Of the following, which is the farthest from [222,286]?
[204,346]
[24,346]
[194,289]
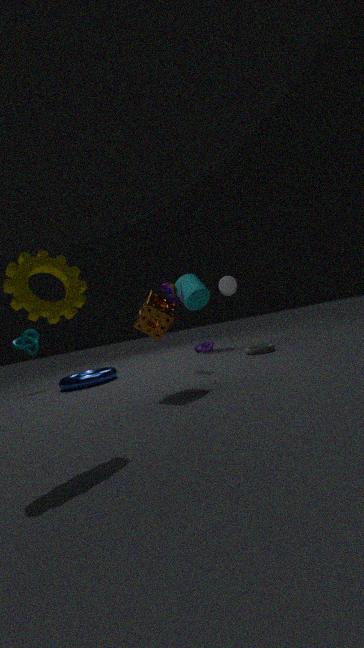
[24,346]
